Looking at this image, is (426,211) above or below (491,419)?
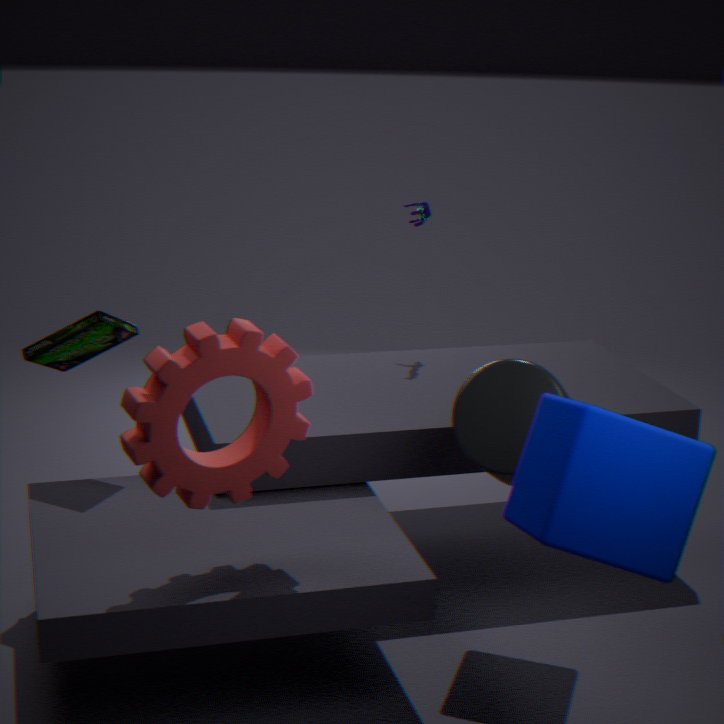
above
